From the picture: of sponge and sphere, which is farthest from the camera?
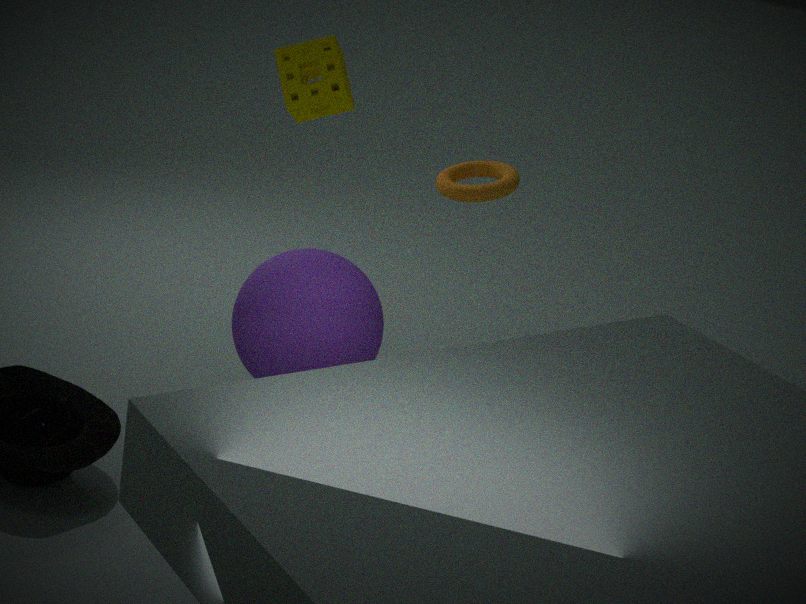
sponge
